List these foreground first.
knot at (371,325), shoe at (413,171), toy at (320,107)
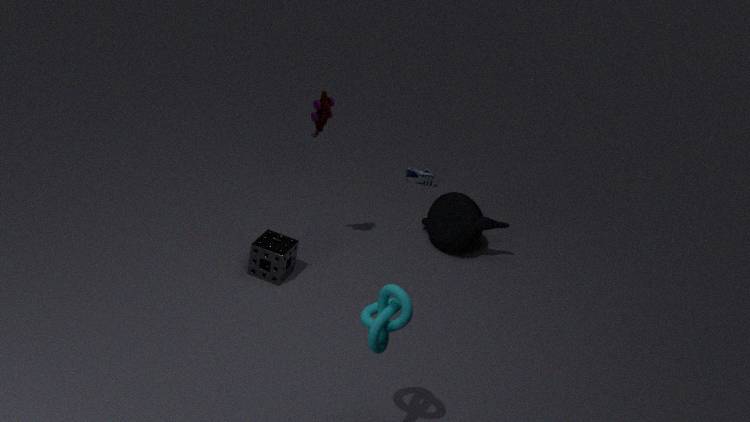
1. knot at (371,325)
2. toy at (320,107)
3. shoe at (413,171)
